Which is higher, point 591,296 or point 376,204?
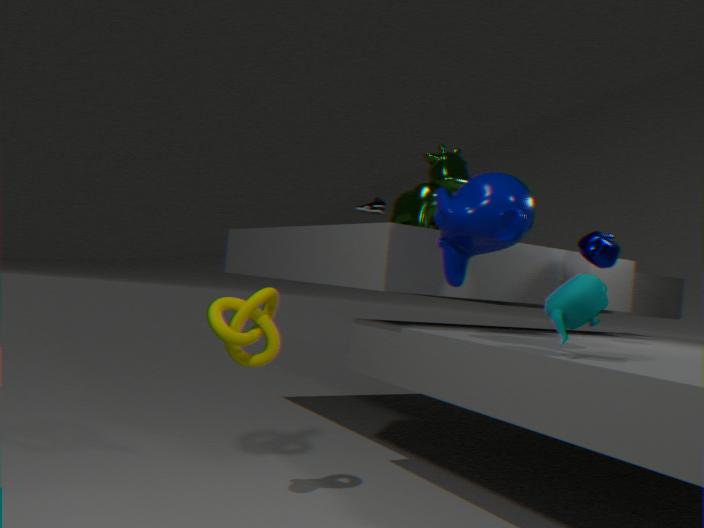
point 376,204
